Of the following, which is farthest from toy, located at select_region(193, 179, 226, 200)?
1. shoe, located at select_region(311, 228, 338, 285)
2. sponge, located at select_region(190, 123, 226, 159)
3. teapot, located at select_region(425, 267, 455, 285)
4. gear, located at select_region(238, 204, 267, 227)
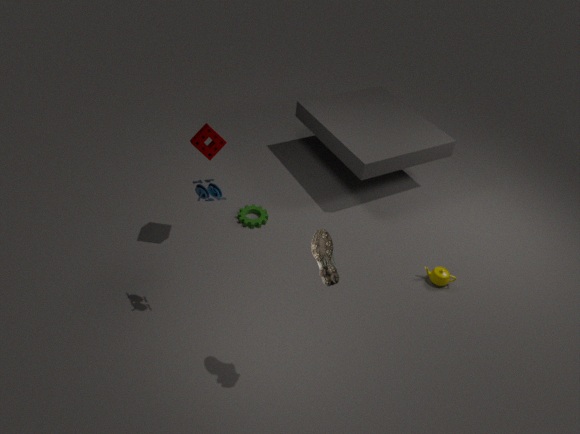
teapot, located at select_region(425, 267, 455, 285)
